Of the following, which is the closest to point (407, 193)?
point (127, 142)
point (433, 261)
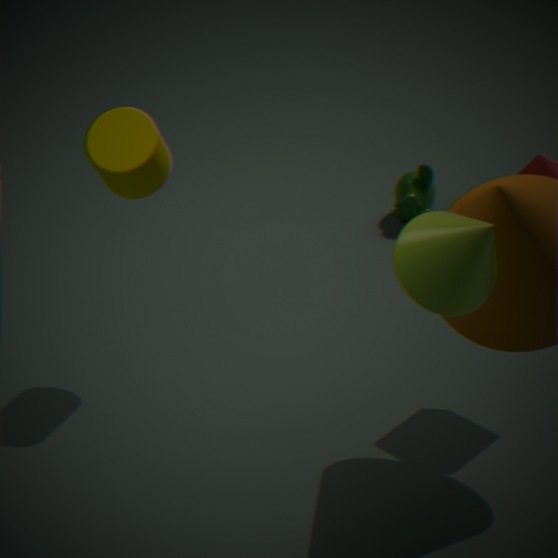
point (127, 142)
